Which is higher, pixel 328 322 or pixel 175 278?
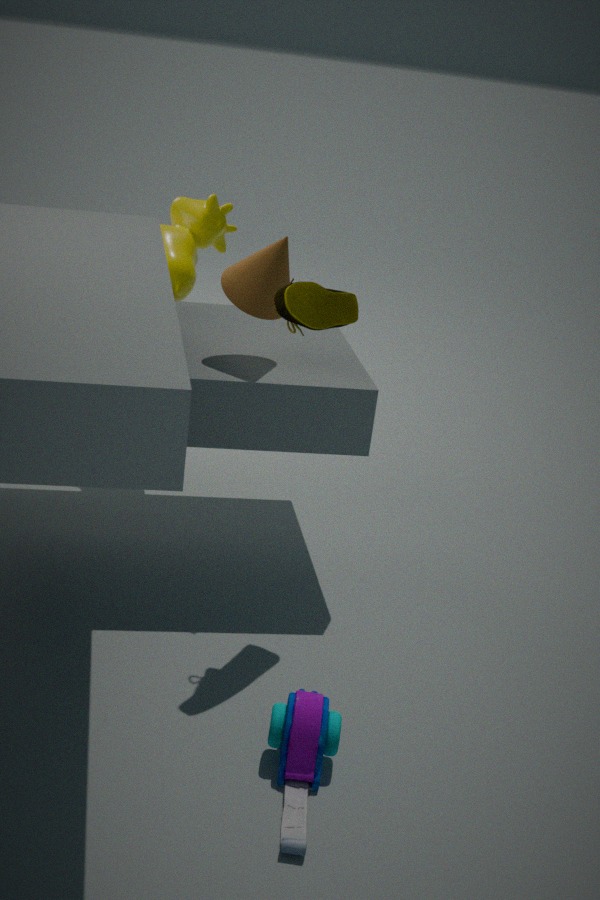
pixel 328 322
